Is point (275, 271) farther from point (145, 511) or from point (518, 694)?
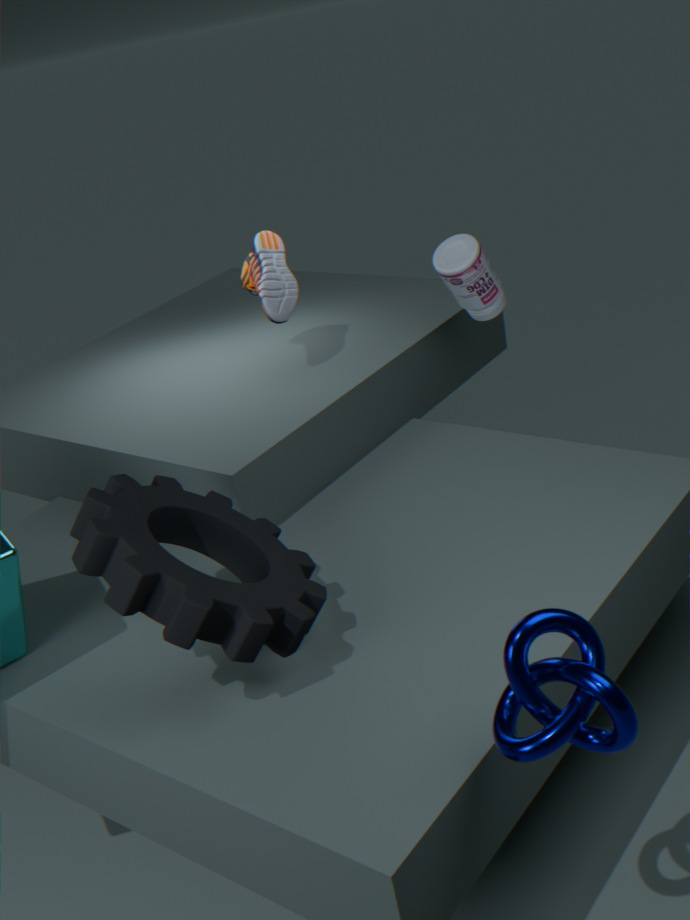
point (518, 694)
